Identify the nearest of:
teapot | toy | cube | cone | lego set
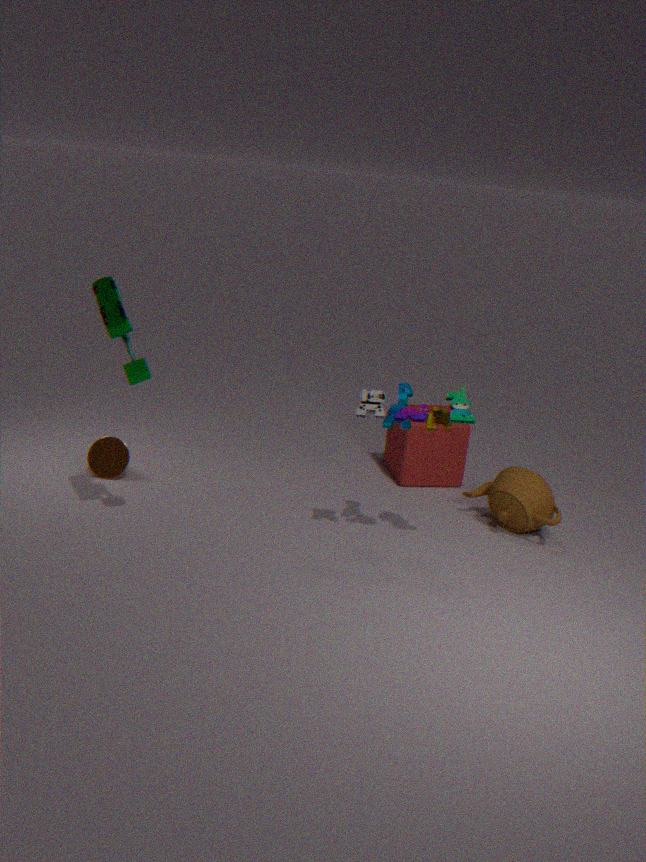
toy
